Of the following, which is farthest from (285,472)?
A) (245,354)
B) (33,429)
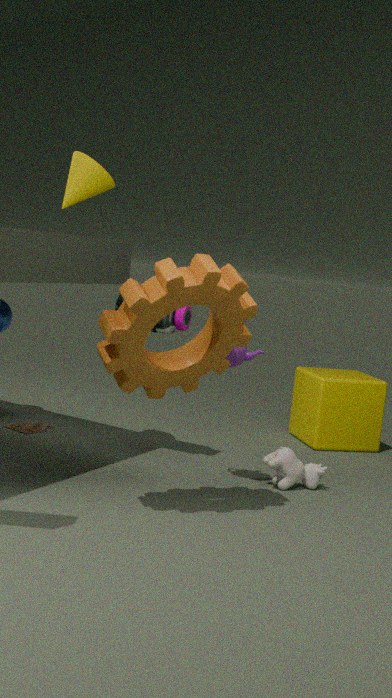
(33,429)
